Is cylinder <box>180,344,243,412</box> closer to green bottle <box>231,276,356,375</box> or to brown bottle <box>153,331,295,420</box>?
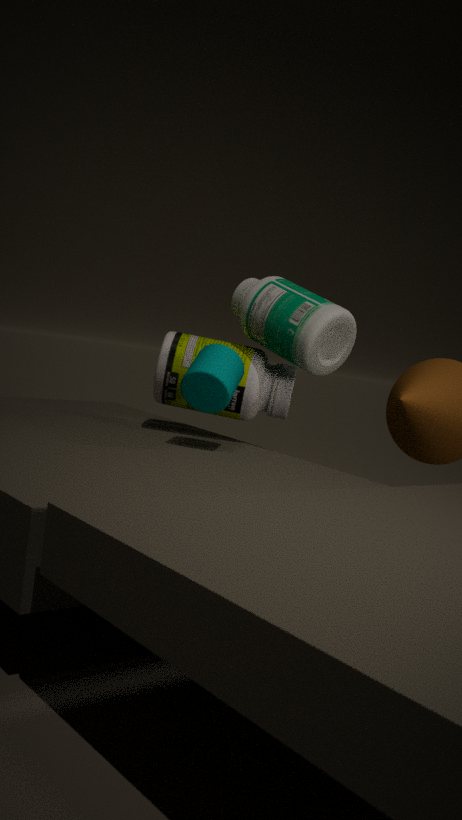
brown bottle <box>153,331,295,420</box>
